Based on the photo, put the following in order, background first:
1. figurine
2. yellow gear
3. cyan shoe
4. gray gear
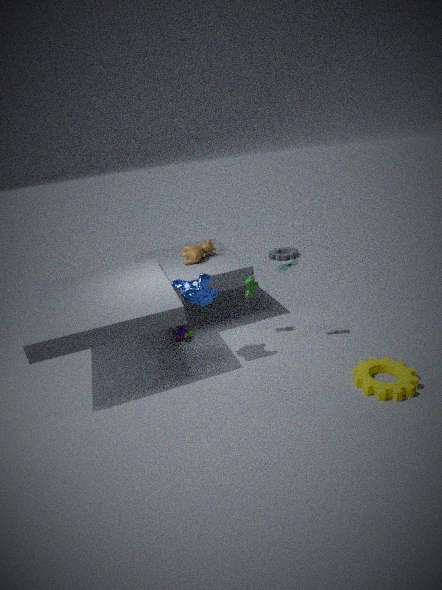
gray gear
figurine
cyan shoe
yellow gear
